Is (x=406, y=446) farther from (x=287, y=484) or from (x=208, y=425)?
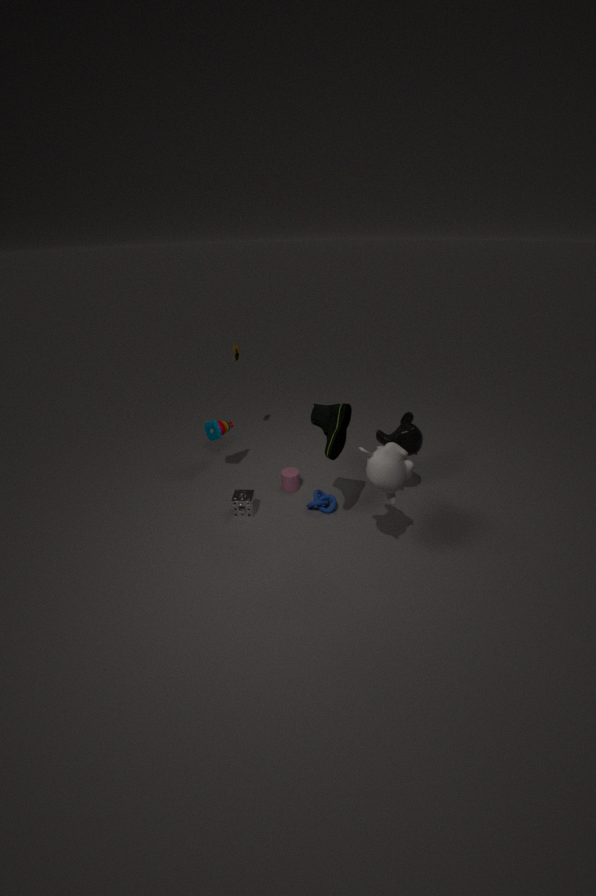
(x=208, y=425)
